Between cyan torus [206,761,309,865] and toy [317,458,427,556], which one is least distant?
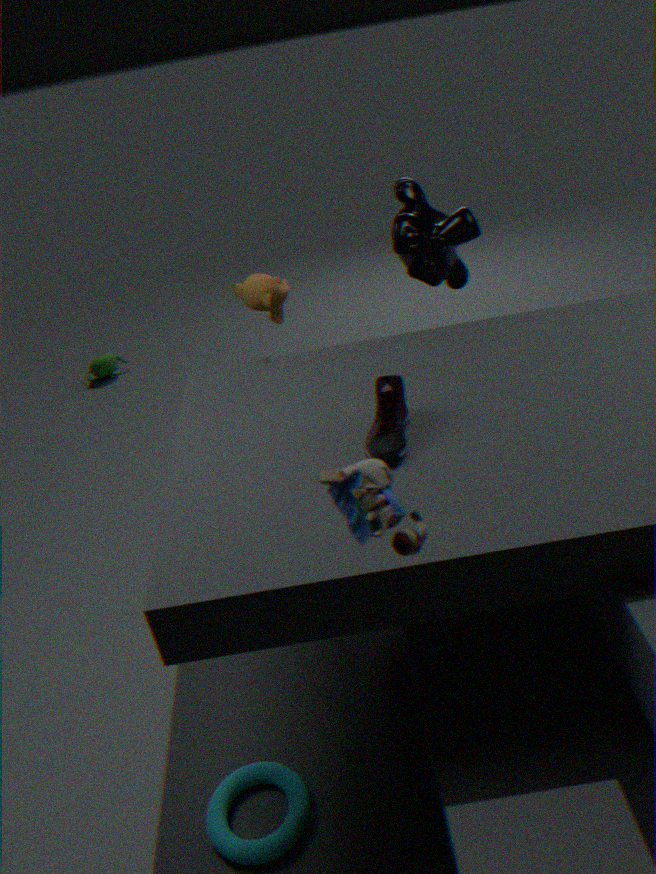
toy [317,458,427,556]
